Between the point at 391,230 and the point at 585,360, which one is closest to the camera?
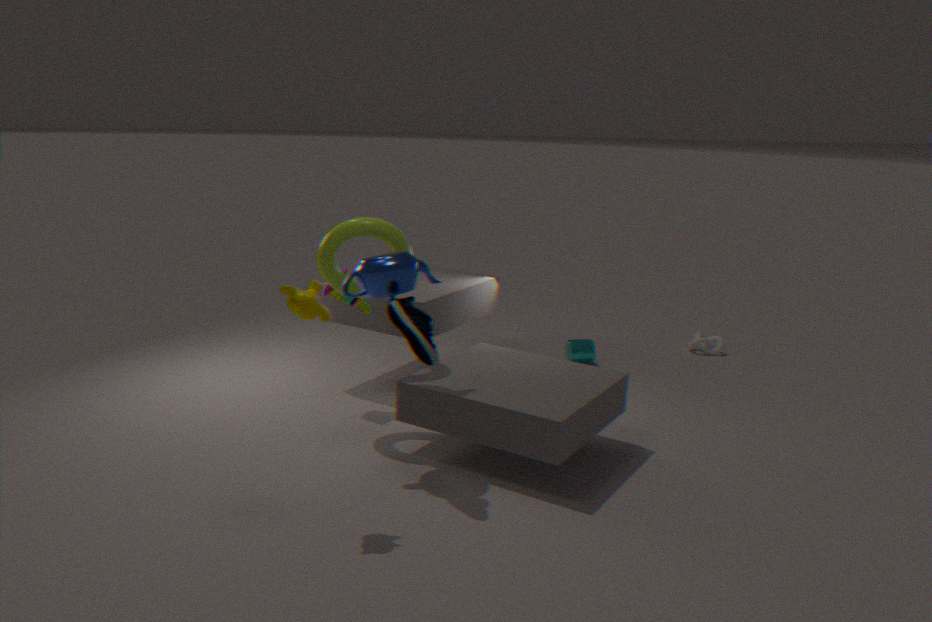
the point at 391,230
